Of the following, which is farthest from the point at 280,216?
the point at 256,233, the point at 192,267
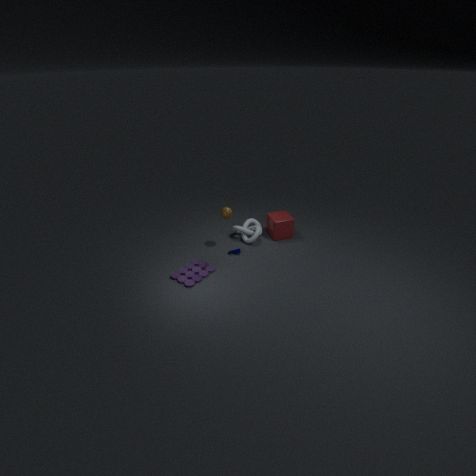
the point at 192,267
